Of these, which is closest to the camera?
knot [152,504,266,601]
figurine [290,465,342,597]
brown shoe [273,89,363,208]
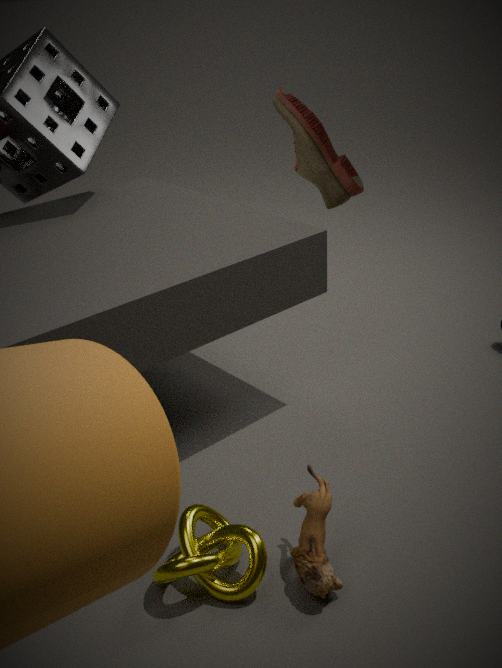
brown shoe [273,89,363,208]
